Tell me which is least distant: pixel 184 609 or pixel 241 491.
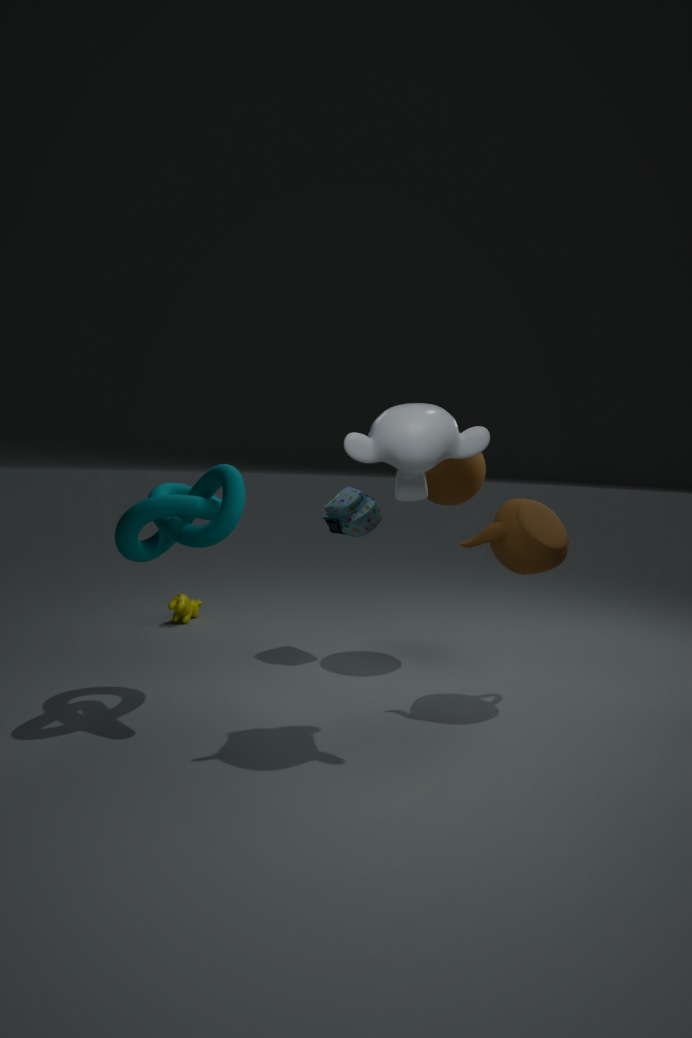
pixel 241 491
